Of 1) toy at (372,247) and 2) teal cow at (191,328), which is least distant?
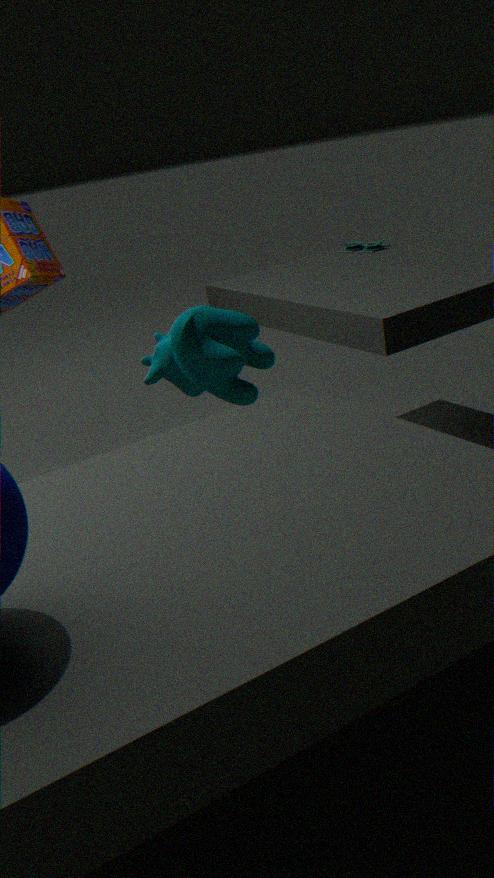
2. teal cow at (191,328)
